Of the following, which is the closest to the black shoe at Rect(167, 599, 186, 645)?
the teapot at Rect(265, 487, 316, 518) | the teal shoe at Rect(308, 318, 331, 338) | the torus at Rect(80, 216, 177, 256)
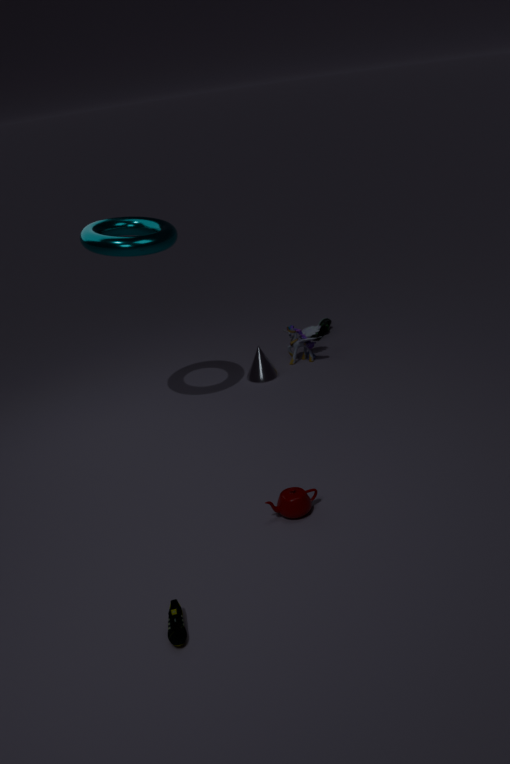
the teapot at Rect(265, 487, 316, 518)
